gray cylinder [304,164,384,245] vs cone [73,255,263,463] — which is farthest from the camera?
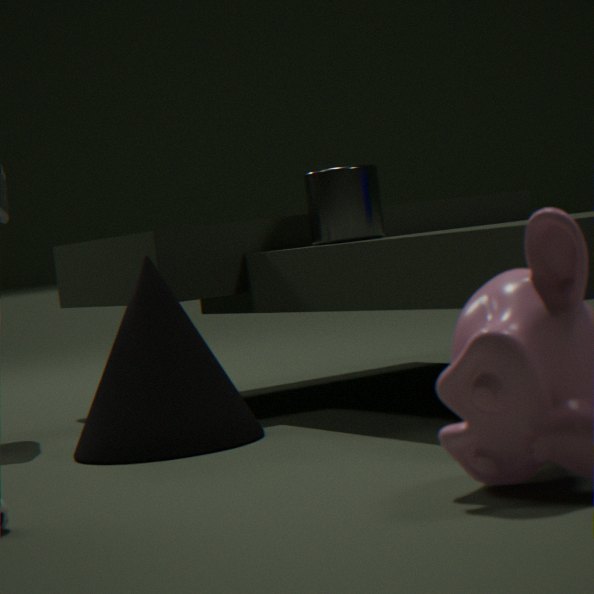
gray cylinder [304,164,384,245]
